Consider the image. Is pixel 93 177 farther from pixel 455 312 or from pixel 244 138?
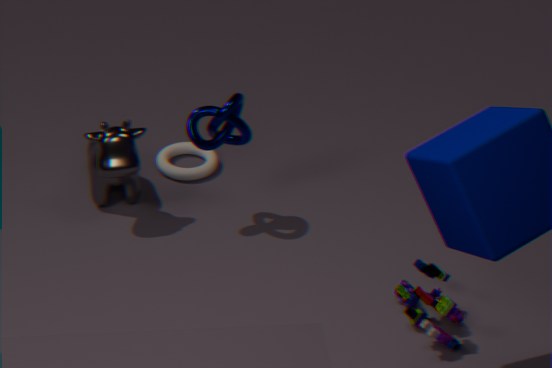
pixel 455 312
